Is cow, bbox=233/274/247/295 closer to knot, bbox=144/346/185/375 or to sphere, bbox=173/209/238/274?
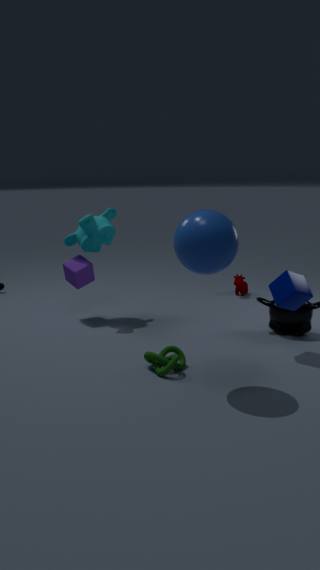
knot, bbox=144/346/185/375
